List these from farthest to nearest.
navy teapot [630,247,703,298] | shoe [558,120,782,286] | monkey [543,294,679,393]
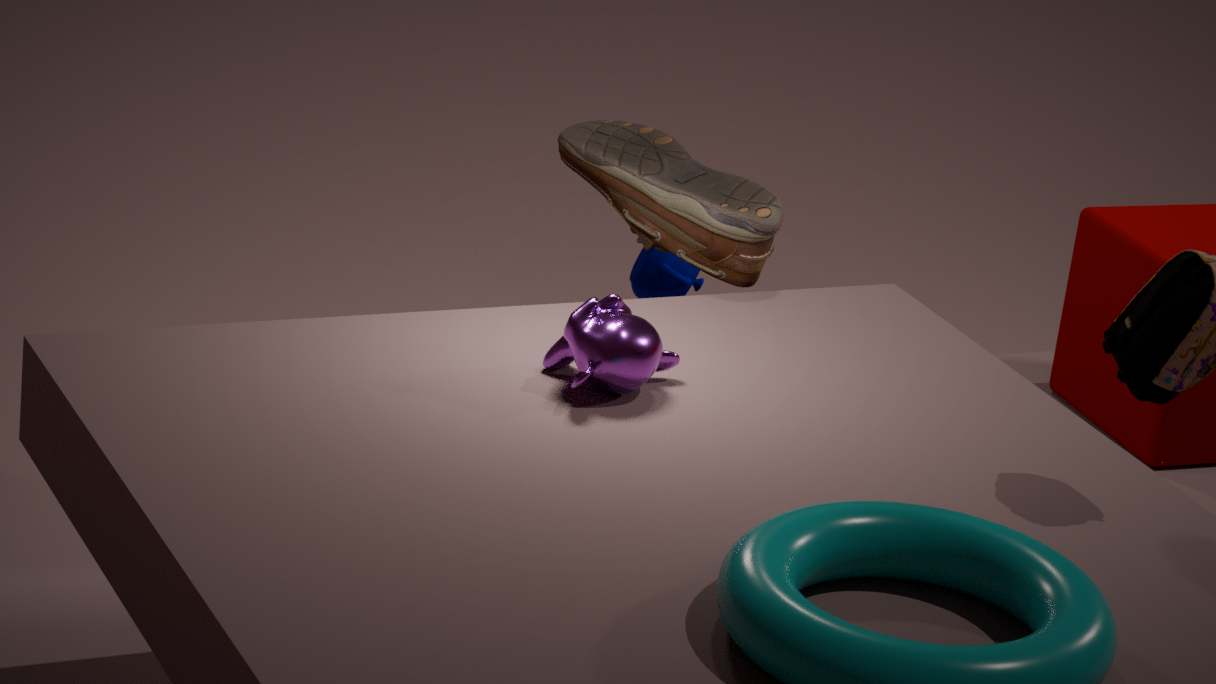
navy teapot [630,247,703,298] < shoe [558,120,782,286] < monkey [543,294,679,393]
